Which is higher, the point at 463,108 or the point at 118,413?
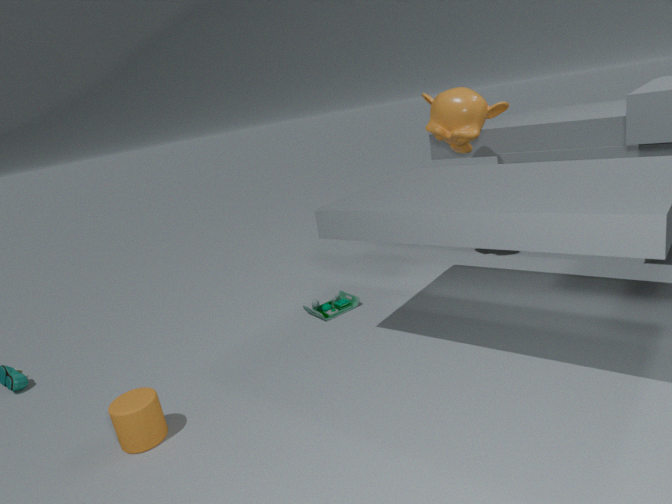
the point at 463,108
